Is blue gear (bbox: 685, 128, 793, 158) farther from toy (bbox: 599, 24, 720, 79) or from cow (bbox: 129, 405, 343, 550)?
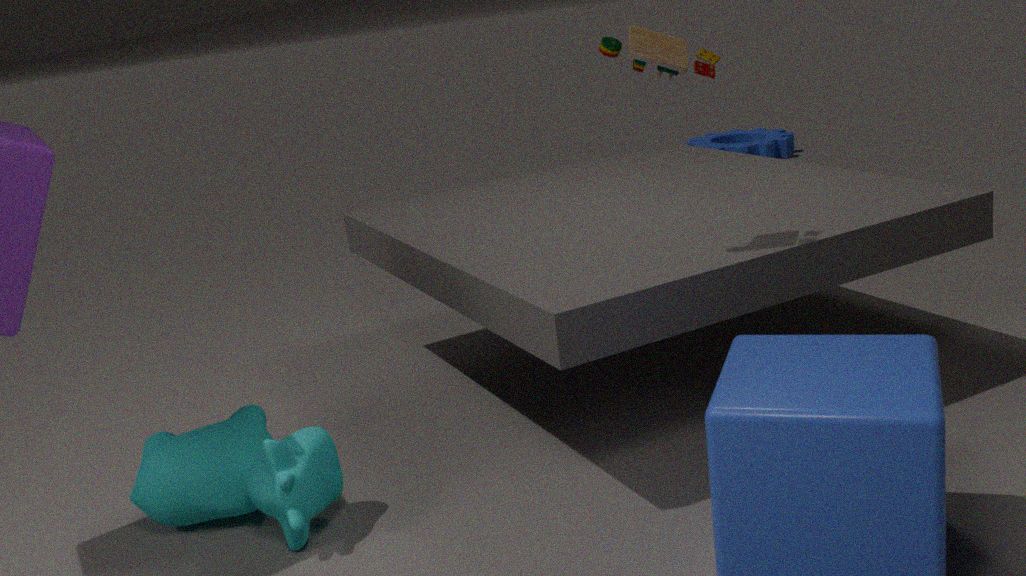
cow (bbox: 129, 405, 343, 550)
